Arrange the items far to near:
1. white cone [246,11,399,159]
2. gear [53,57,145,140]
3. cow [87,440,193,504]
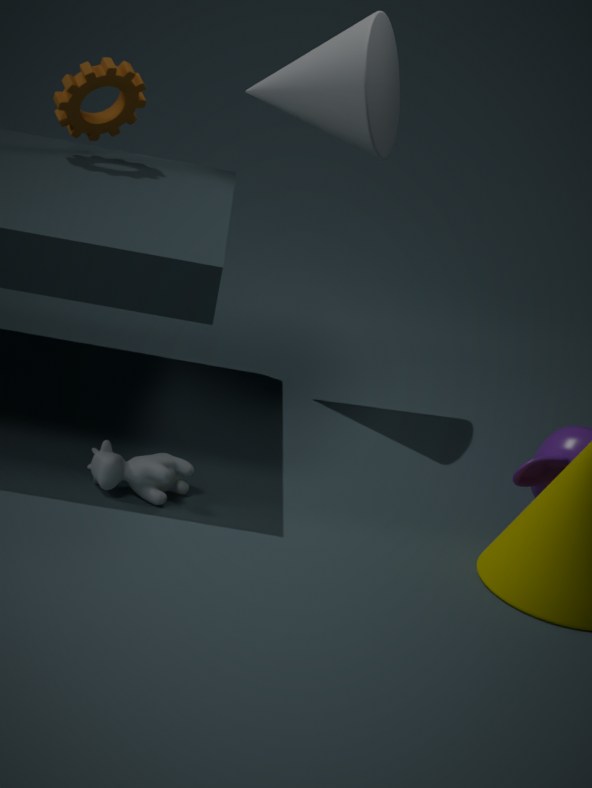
gear [53,57,145,140] → white cone [246,11,399,159] → cow [87,440,193,504]
